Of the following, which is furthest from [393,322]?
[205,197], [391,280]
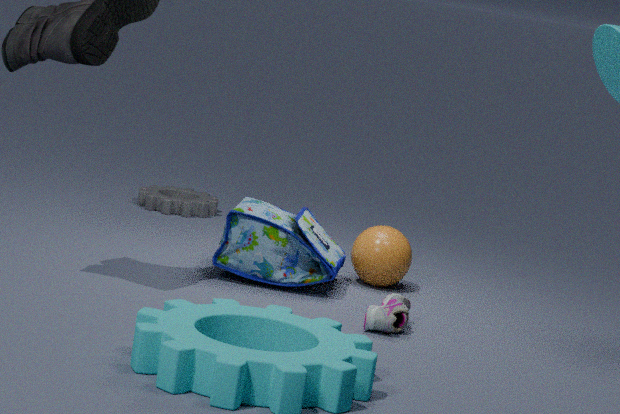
[205,197]
